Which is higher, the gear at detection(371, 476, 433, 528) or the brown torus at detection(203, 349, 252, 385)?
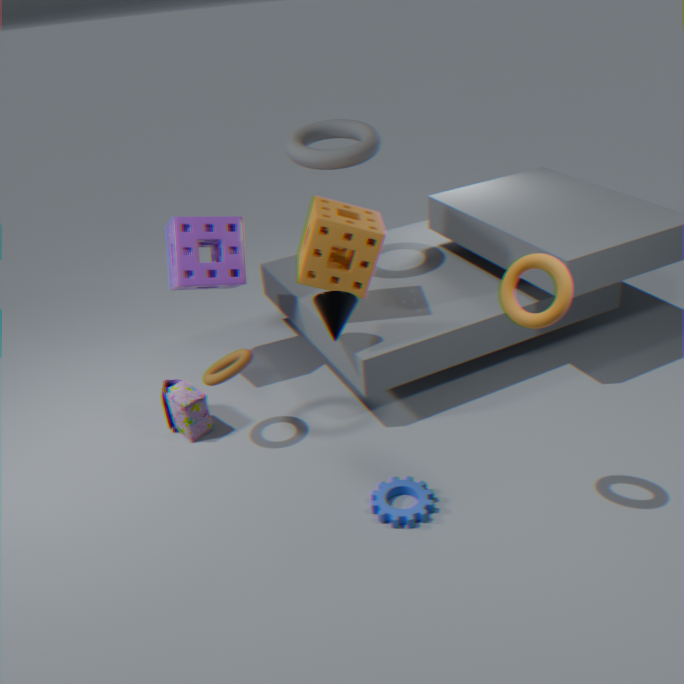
the brown torus at detection(203, 349, 252, 385)
